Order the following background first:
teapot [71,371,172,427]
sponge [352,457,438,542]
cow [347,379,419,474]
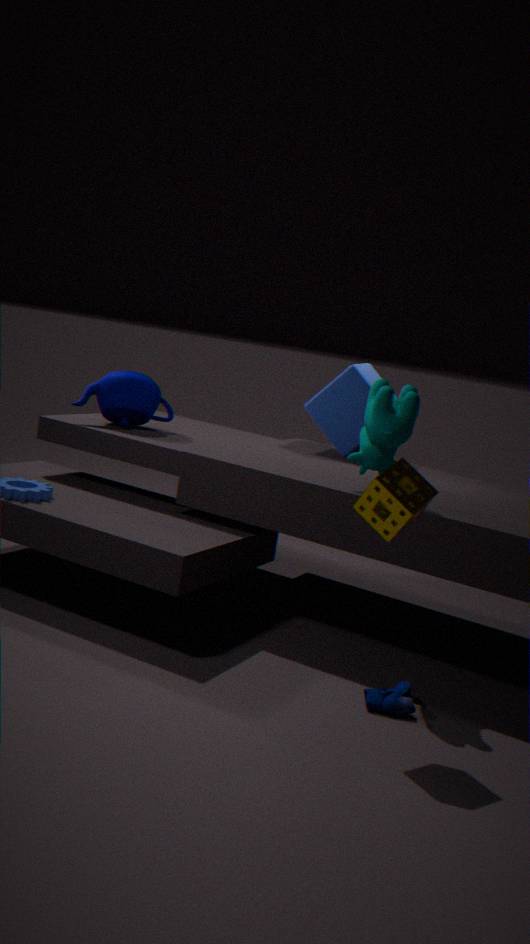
teapot [71,371,172,427] → cow [347,379,419,474] → sponge [352,457,438,542]
